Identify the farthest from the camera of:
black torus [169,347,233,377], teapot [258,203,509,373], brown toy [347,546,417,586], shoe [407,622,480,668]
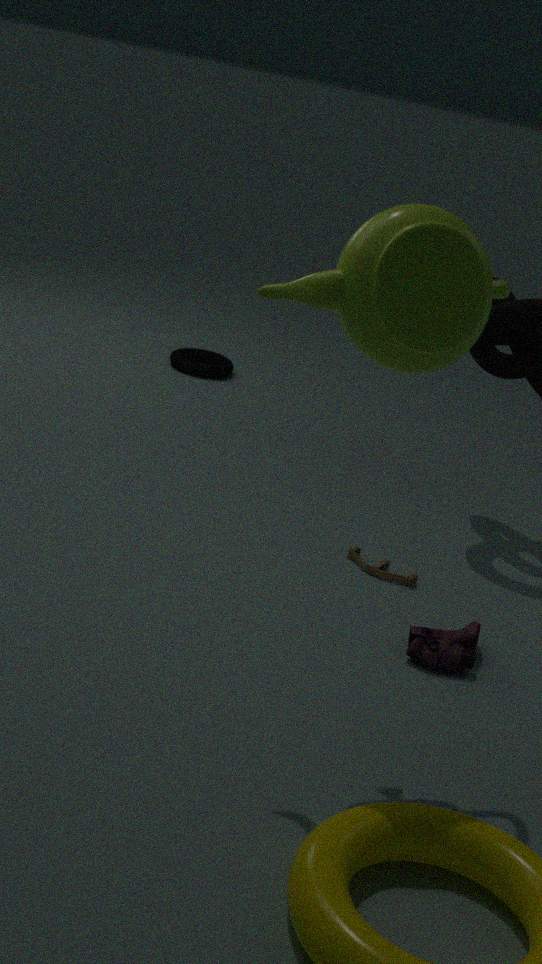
black torus [169,347,233,377]
